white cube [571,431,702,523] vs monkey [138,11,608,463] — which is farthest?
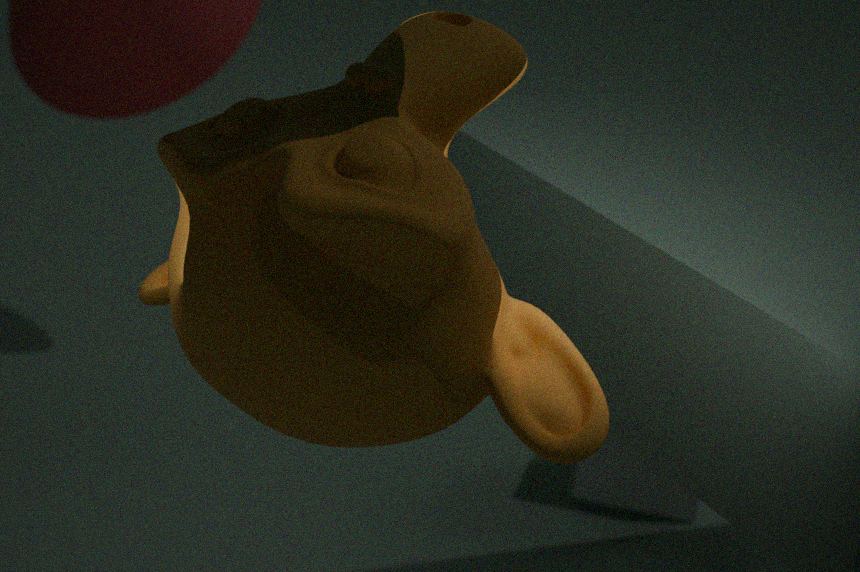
white cube [571,431,702,523]
